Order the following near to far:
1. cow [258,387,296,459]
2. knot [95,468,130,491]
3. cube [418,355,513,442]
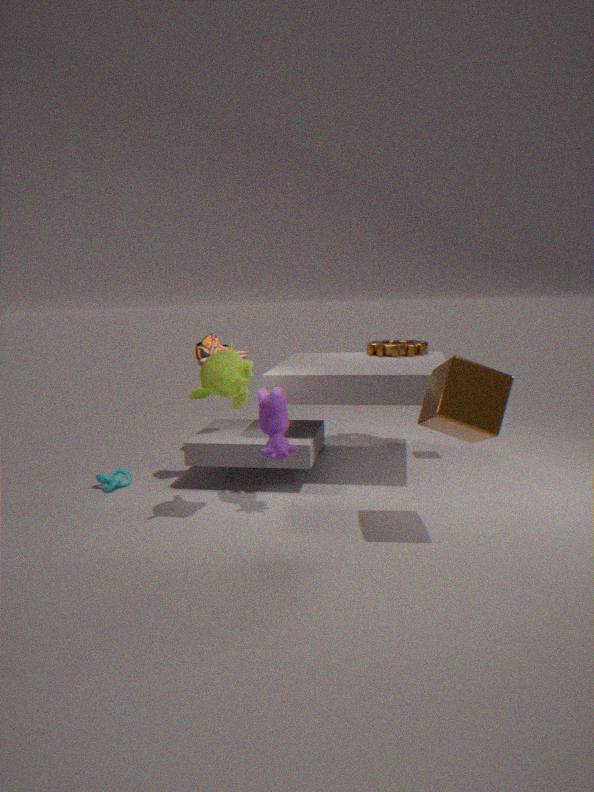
cube [418,355,513,442], cow [258,387,296,459], knot [95,468,130,491]
